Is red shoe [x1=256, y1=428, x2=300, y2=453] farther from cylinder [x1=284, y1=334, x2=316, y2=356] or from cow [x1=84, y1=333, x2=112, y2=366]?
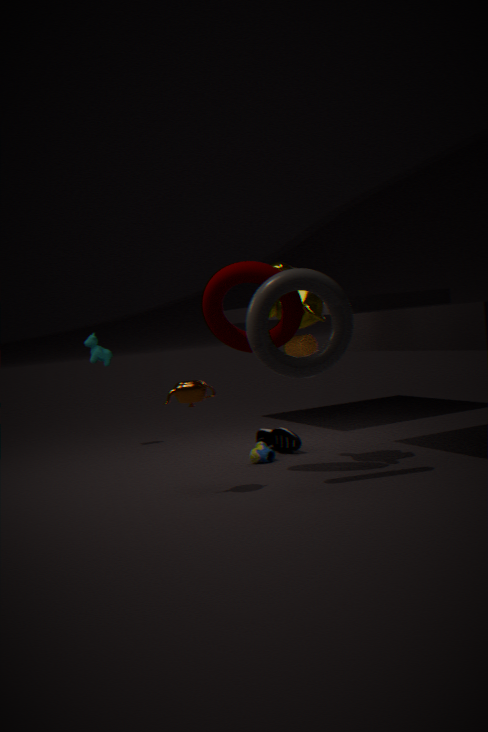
cow [x1=84, y1=333, x2=112, y2=366]
